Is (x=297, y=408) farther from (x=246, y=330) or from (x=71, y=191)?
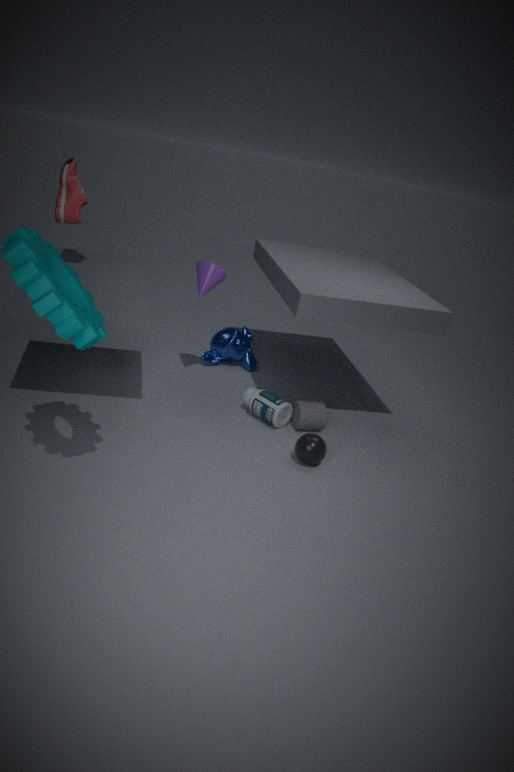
(x=71, y=191)
